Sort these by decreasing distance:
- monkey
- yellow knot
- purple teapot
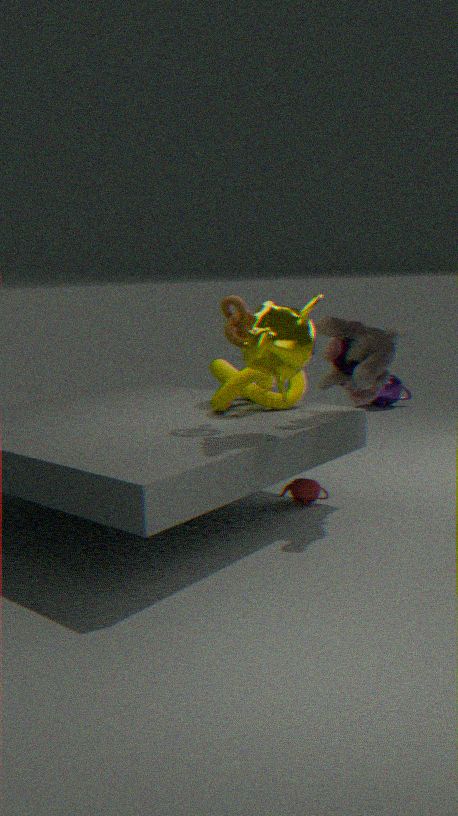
purple teapot, yellow knot, monkey
